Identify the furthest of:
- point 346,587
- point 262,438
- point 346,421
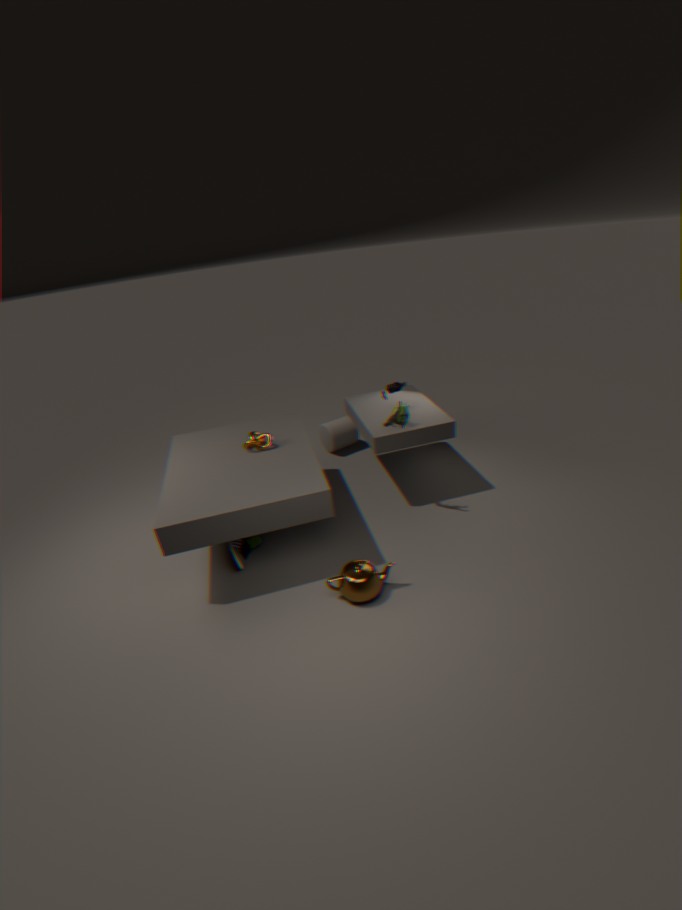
point 346,421
